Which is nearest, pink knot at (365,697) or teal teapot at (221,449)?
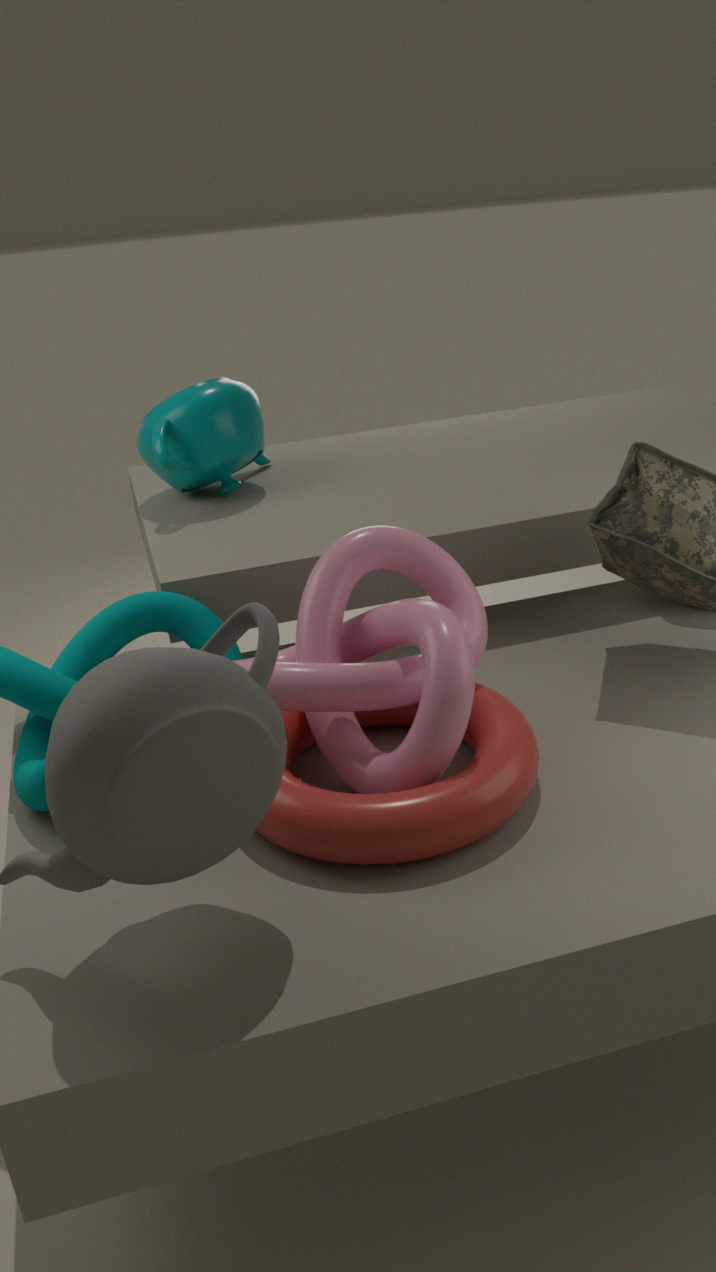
pink knot at (365,697)
